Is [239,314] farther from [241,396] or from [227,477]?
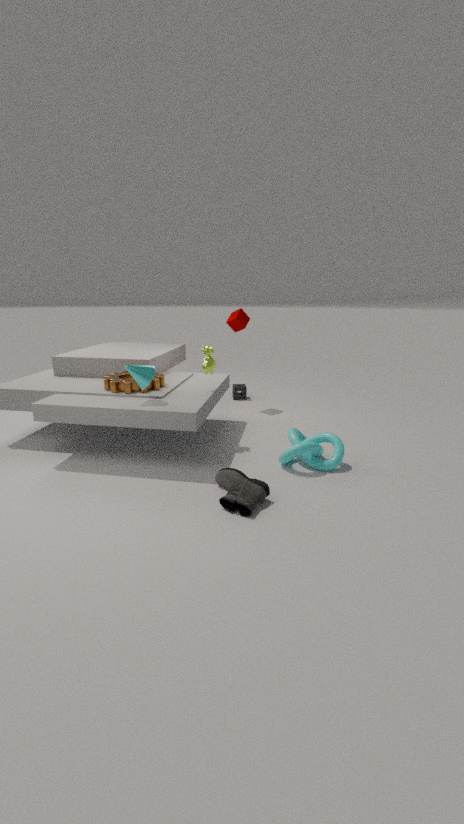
[227,477]
